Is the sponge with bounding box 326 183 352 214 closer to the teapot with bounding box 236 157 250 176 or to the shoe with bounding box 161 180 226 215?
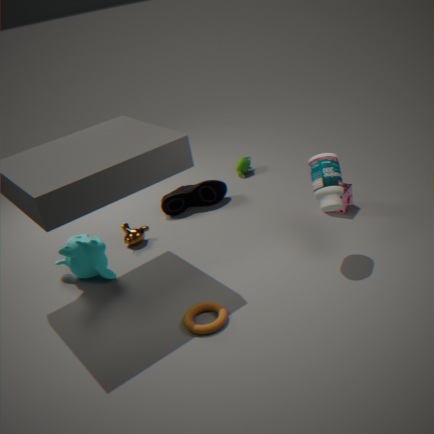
the shoe with bounding box 161 180 226 215
